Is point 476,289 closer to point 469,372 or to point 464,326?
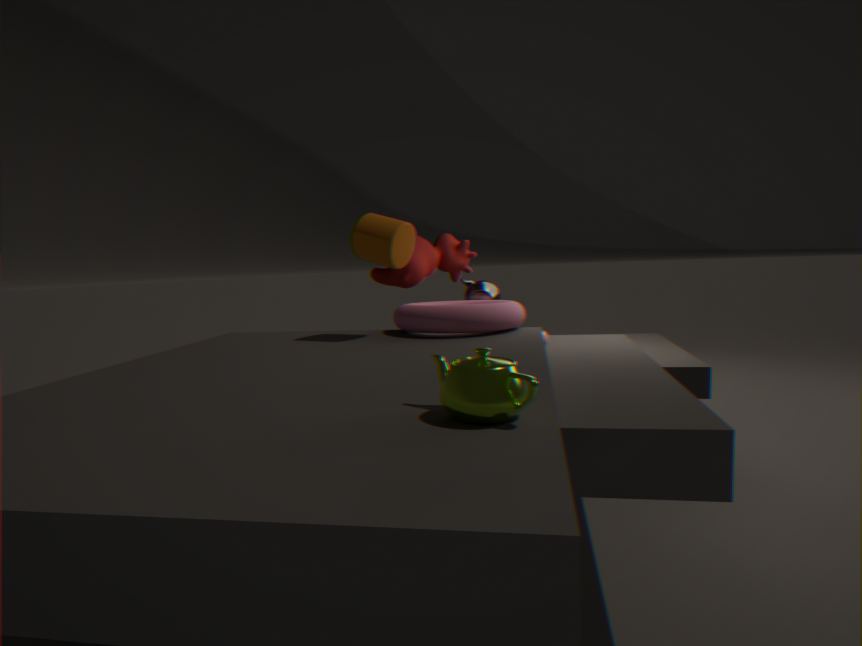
point 464,326
